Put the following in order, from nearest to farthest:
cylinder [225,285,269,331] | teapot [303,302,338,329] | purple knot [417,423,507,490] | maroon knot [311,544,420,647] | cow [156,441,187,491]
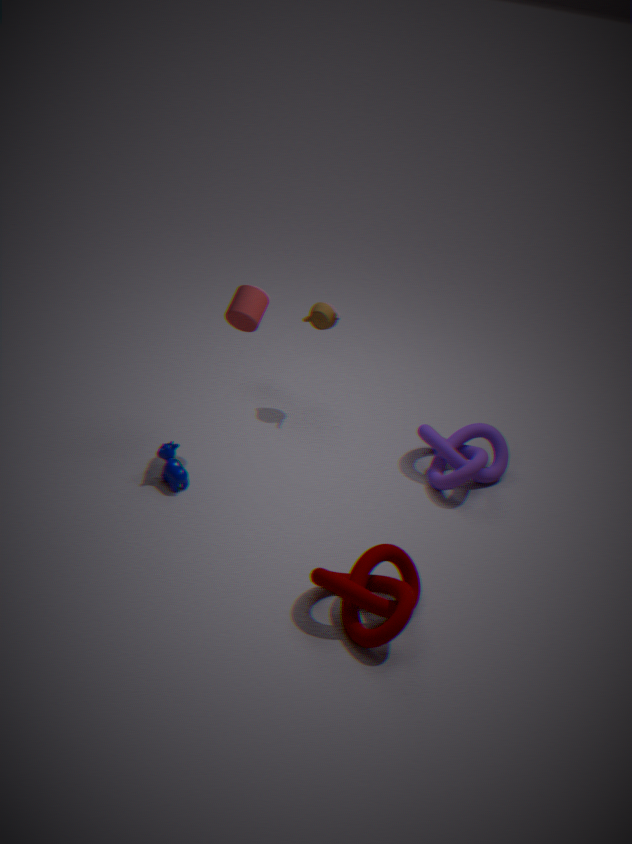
maroon knot [311,544,420,647]
cylinder [225,285,269,331]
cow [156,441,187,491]
purple knot [417,423,507,490]
teapot [303,302,338,329]
